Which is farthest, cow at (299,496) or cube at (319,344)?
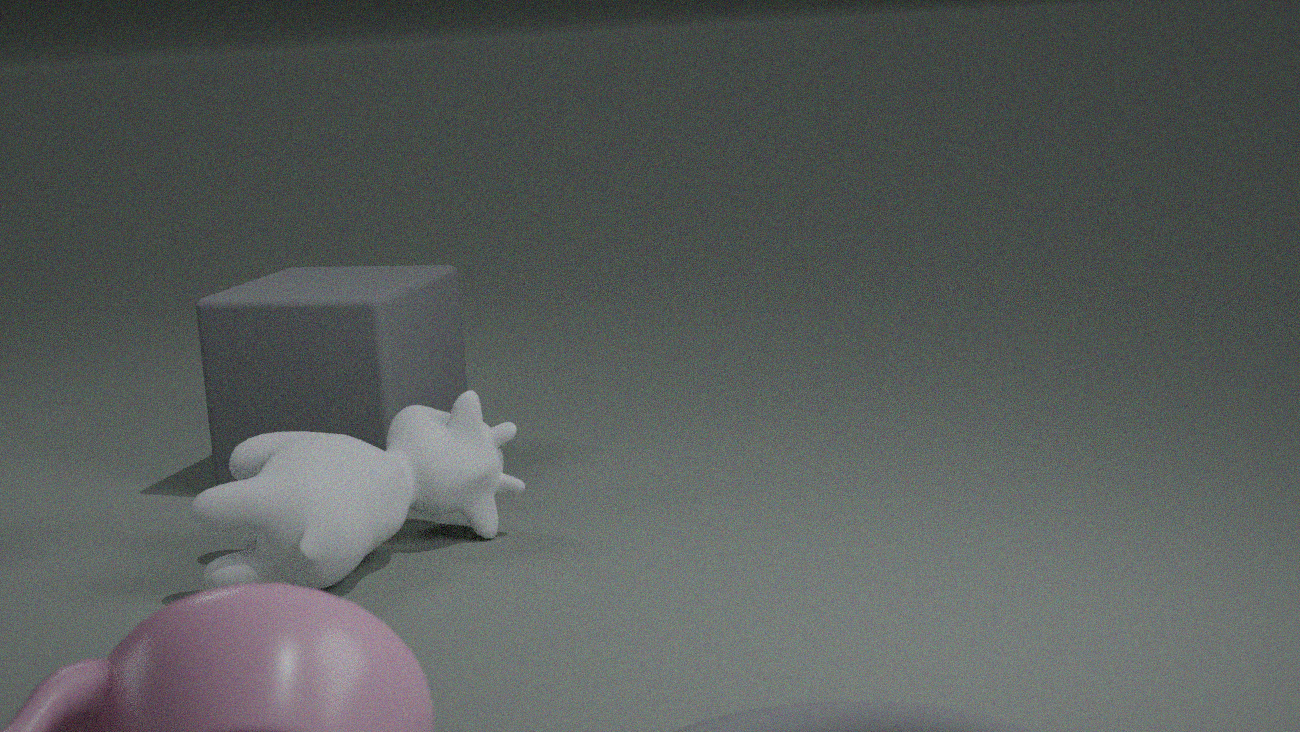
cube at (319,344)
